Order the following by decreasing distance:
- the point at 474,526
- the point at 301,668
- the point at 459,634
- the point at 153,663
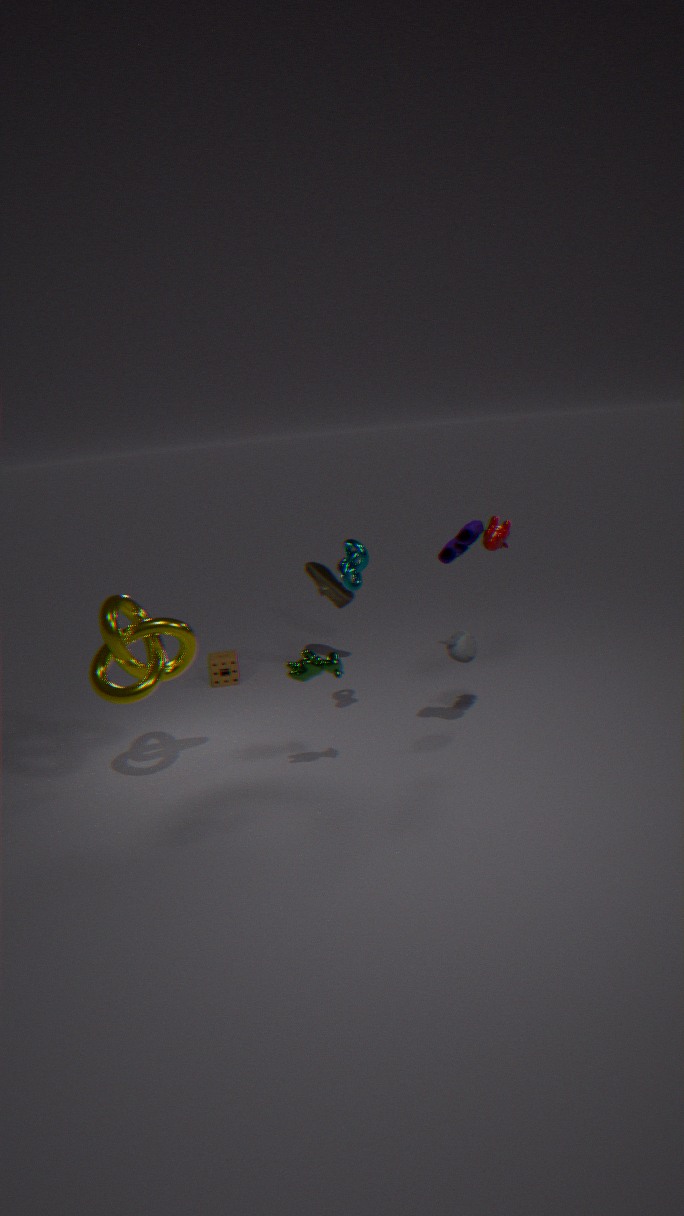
the point at 459,634 < the point at 153,663 < the point at 301,668 < the point at 474,526
